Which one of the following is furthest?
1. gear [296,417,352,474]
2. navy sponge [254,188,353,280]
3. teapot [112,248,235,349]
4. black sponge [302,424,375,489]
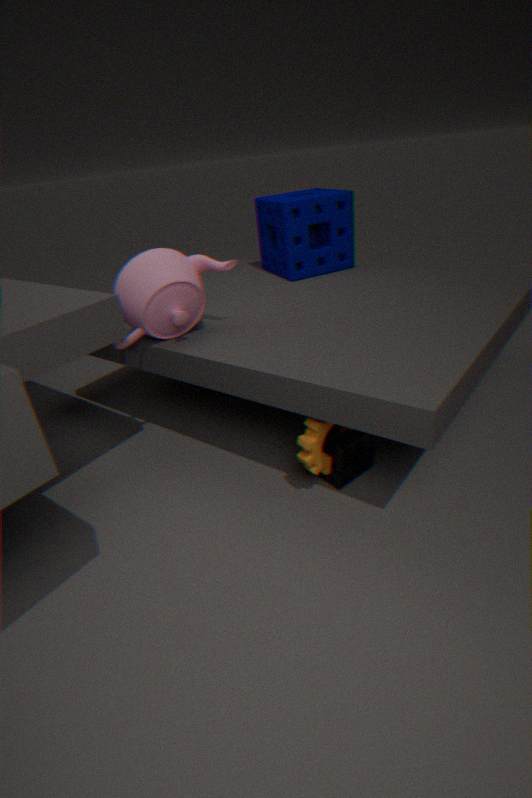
navy sponge [254,188,353,280]
